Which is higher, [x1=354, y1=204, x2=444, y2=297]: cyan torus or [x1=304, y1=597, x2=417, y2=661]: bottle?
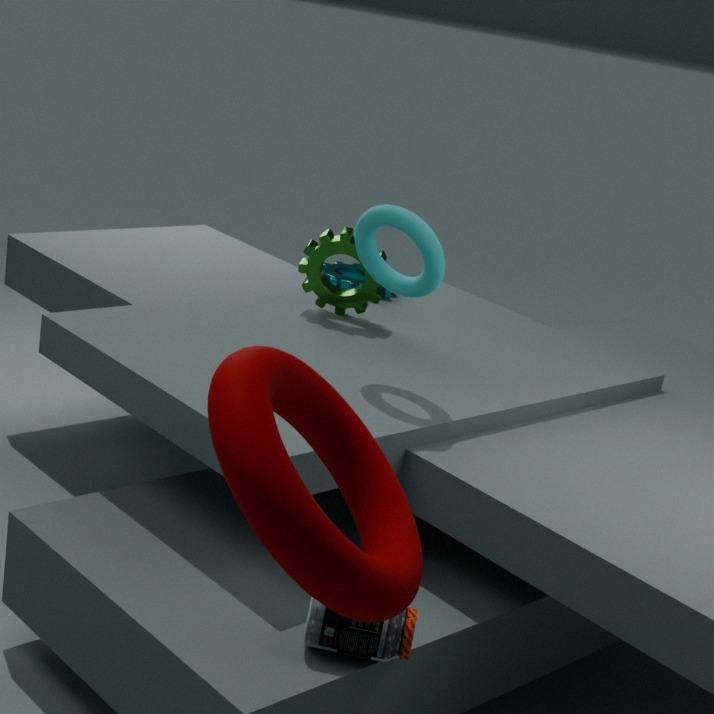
[x1=354, y1=204, x2=444, y2=297]: cyan torus
